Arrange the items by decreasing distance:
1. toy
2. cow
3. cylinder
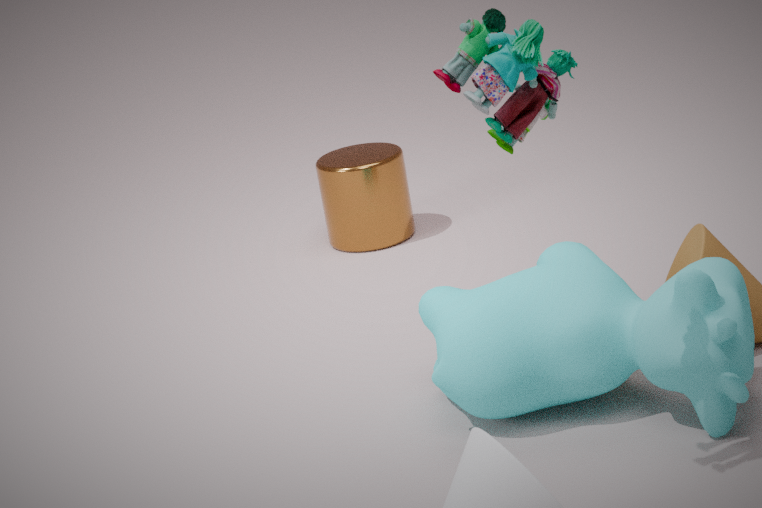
cylinder, cow, toy
